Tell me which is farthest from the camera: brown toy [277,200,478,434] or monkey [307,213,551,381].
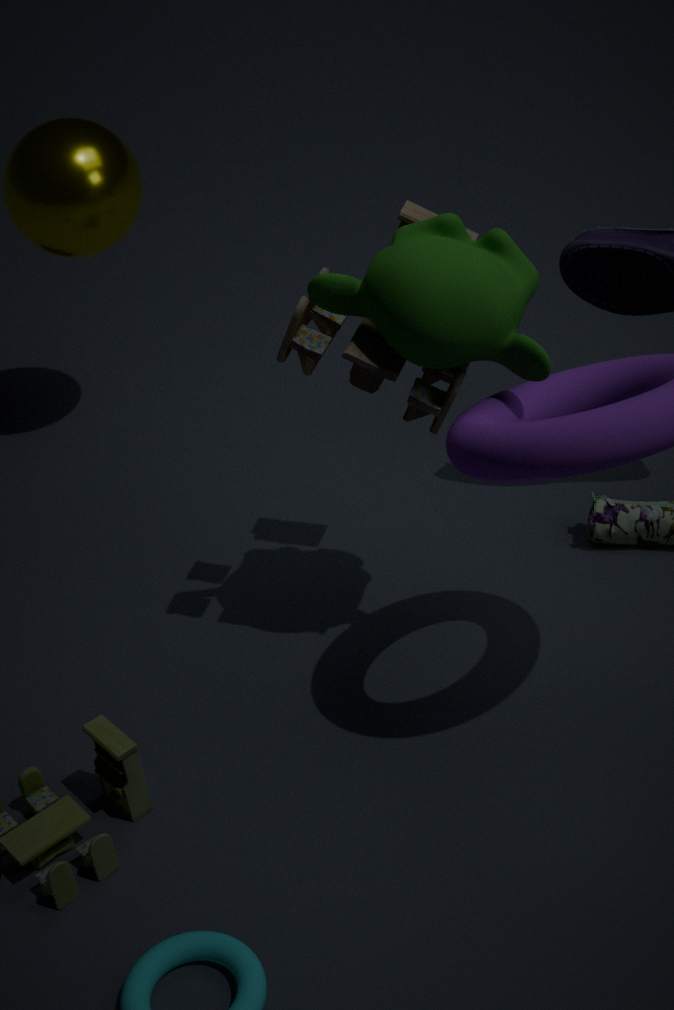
brown toy [277,200,478,434]
